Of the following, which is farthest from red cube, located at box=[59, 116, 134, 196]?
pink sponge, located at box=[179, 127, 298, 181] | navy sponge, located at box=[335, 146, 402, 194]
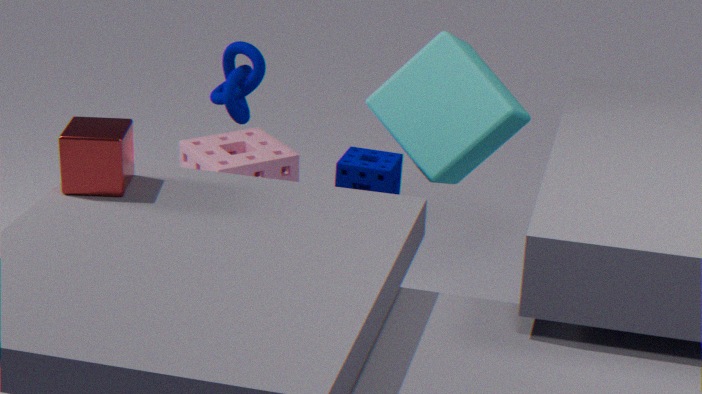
pink sponge, located at box=[179, 127, 298, 181]
